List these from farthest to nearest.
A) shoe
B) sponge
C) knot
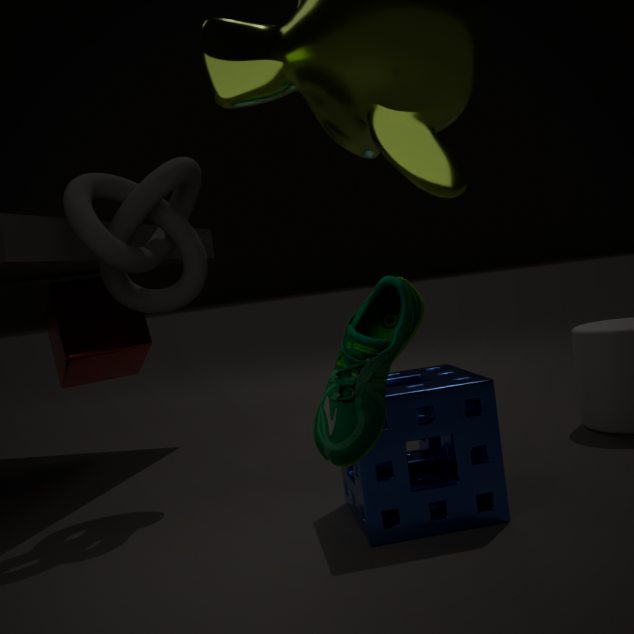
knot → sponge → shoe
